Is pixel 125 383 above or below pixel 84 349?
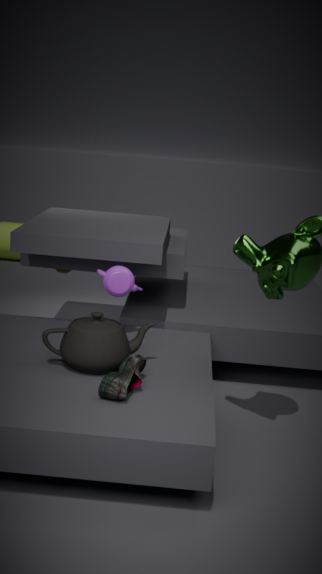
below
